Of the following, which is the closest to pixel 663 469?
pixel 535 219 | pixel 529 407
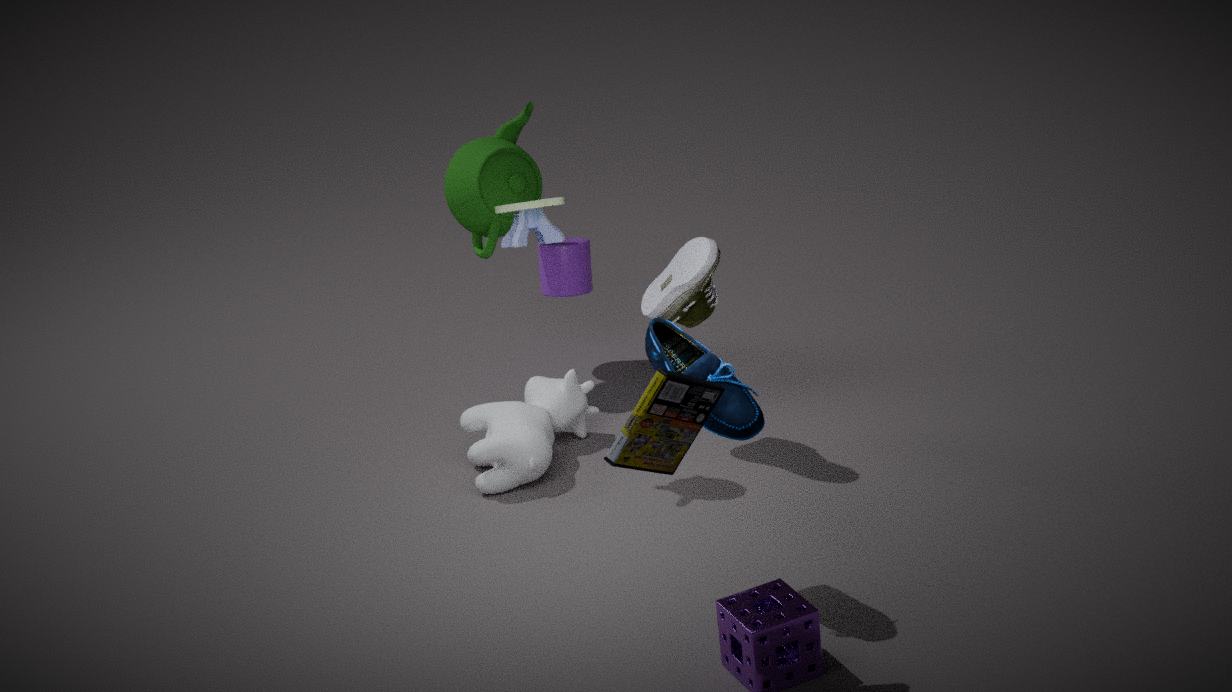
pixel 535 219
